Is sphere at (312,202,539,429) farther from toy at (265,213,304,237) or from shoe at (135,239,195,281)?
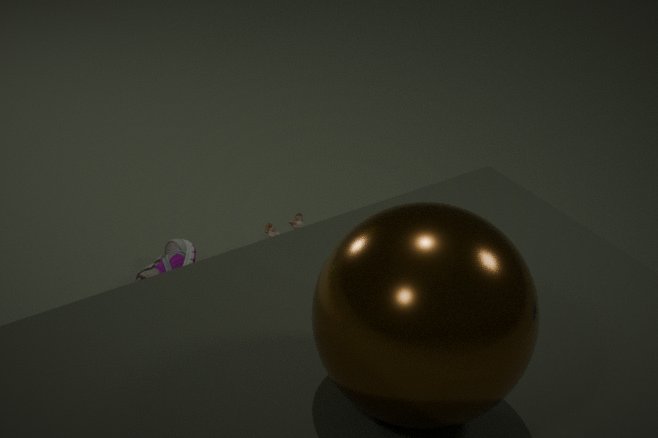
toy at (265,213,304,237)
